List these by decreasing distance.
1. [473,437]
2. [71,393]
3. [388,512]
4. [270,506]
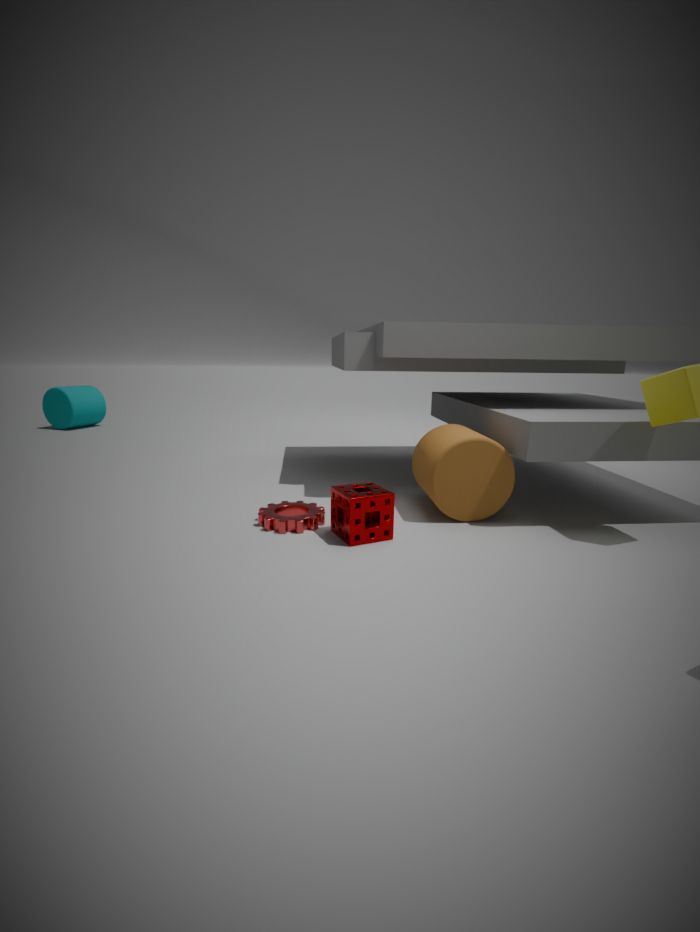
1. [71,393]
2. [270,506]
3. [473,437]
4. [388,512]
